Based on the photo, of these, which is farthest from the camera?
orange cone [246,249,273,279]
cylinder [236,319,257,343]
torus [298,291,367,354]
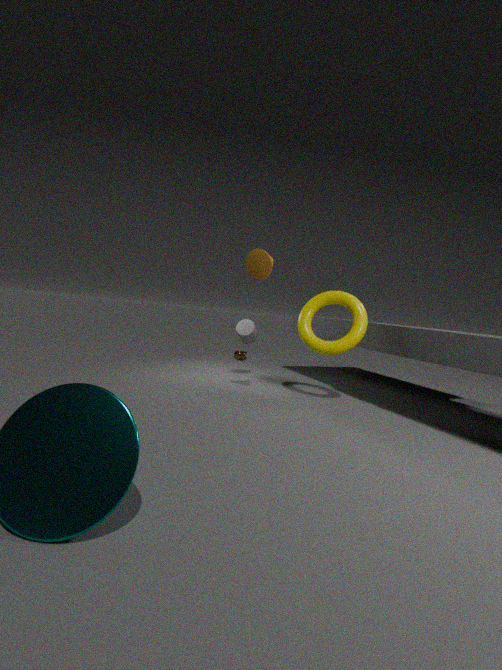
cylinder [236,319,257,343]
